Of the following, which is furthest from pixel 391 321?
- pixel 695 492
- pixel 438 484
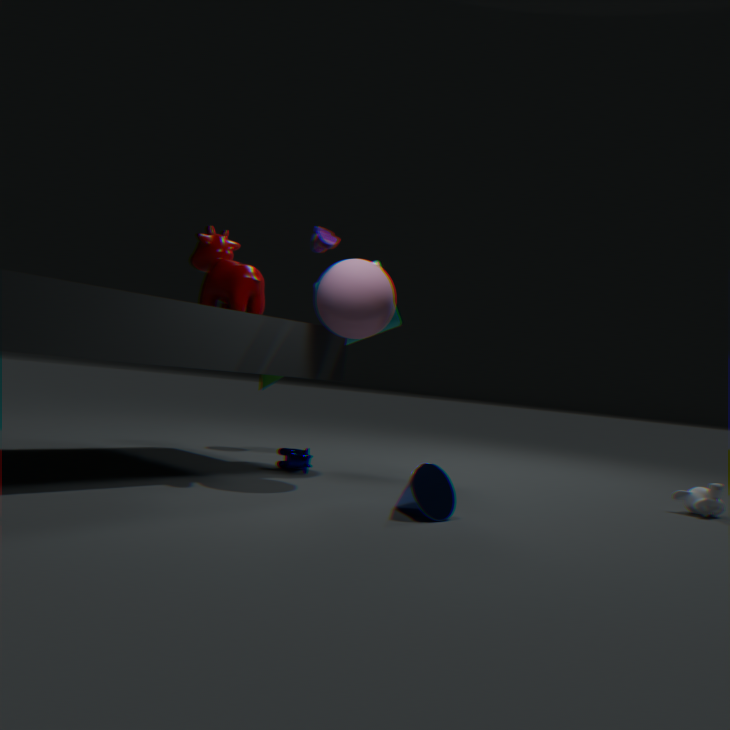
pixel 695 492
